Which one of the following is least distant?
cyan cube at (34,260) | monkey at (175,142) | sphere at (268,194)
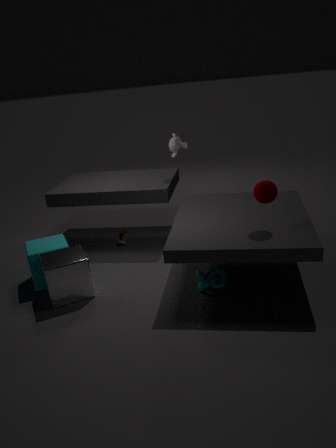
sphere at (268,194)
